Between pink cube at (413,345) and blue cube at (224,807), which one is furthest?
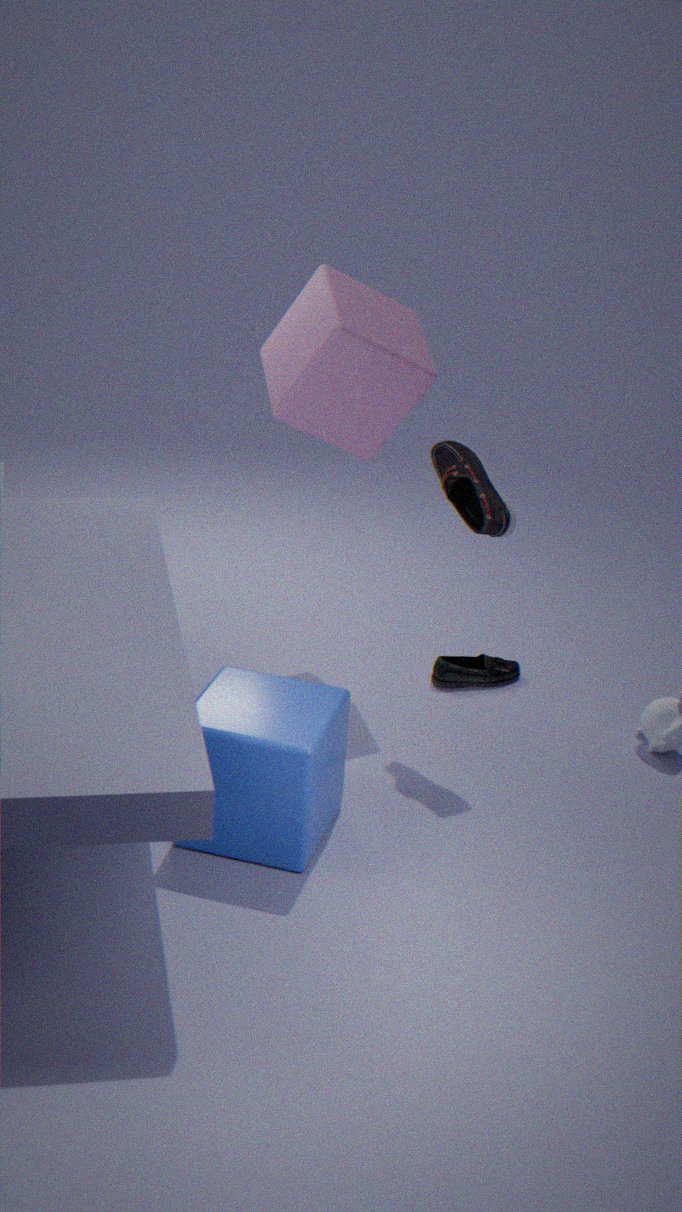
pink cube at (413,345)
